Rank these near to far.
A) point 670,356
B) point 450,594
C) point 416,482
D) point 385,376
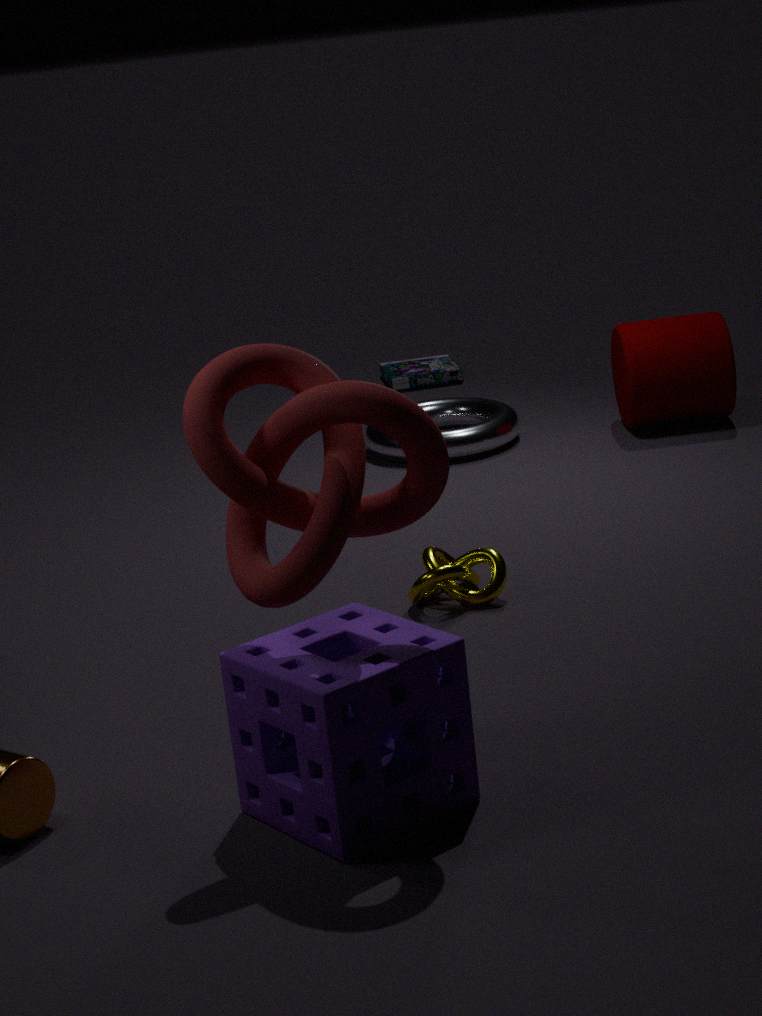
point 416,482 < point 450,594 < point 670,356 < point 385,376
